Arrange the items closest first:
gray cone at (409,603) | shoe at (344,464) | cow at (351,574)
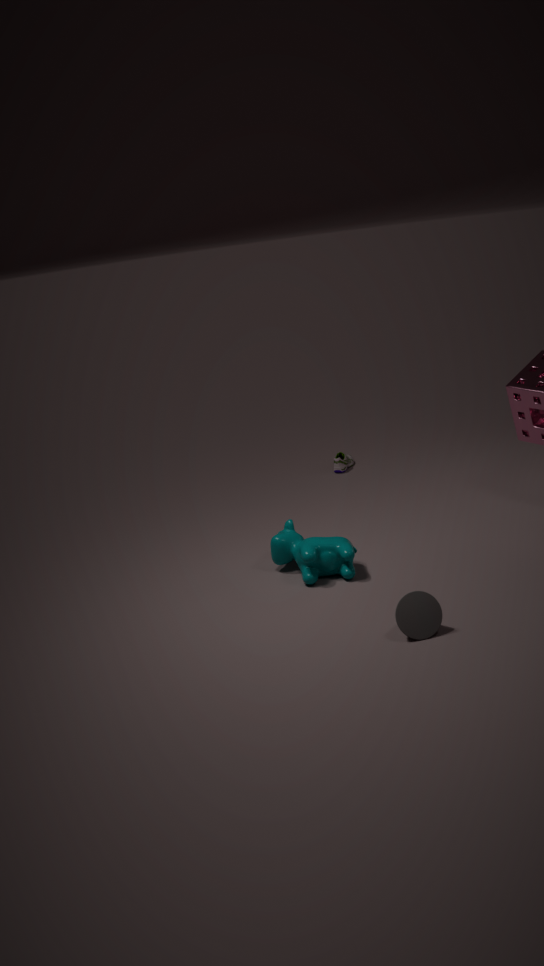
gray cone at (409,603) < cow at (351,574) < shoe at (344,464)
